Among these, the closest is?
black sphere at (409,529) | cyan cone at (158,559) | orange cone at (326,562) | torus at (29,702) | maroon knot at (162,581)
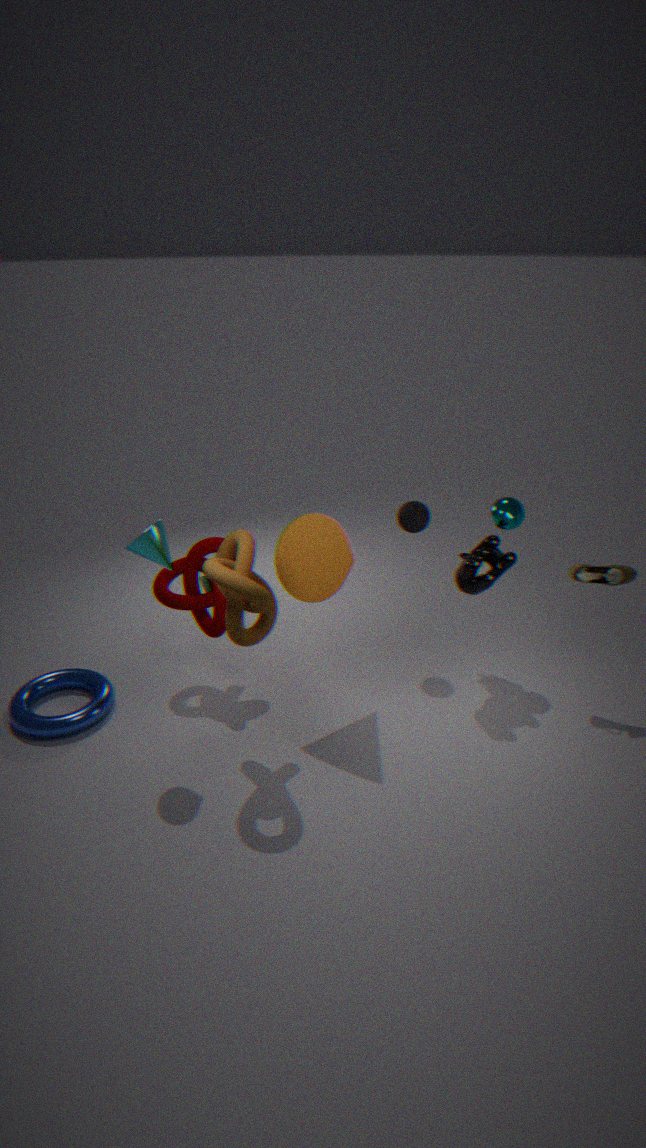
cyan cone at (158,559)
